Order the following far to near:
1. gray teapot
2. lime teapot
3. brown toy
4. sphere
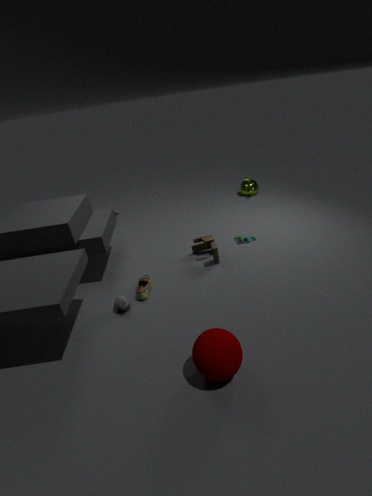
lime teapot
brown toy
gray teapot
sphere
